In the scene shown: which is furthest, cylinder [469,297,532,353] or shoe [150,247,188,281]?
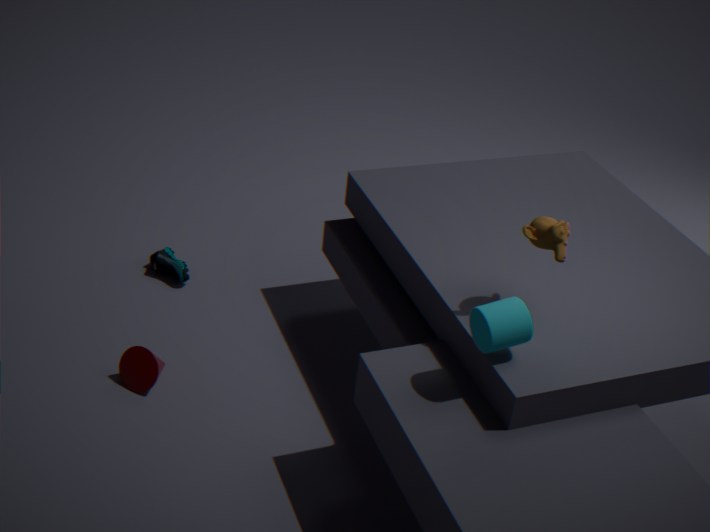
shoe [150,247,188,281]
